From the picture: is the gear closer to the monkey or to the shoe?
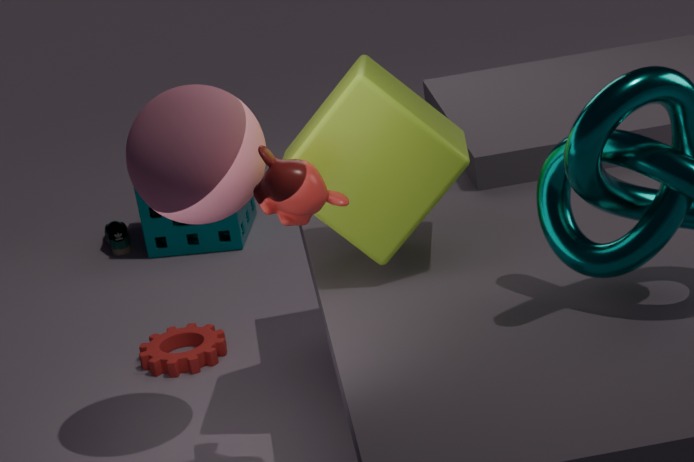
the shoe
